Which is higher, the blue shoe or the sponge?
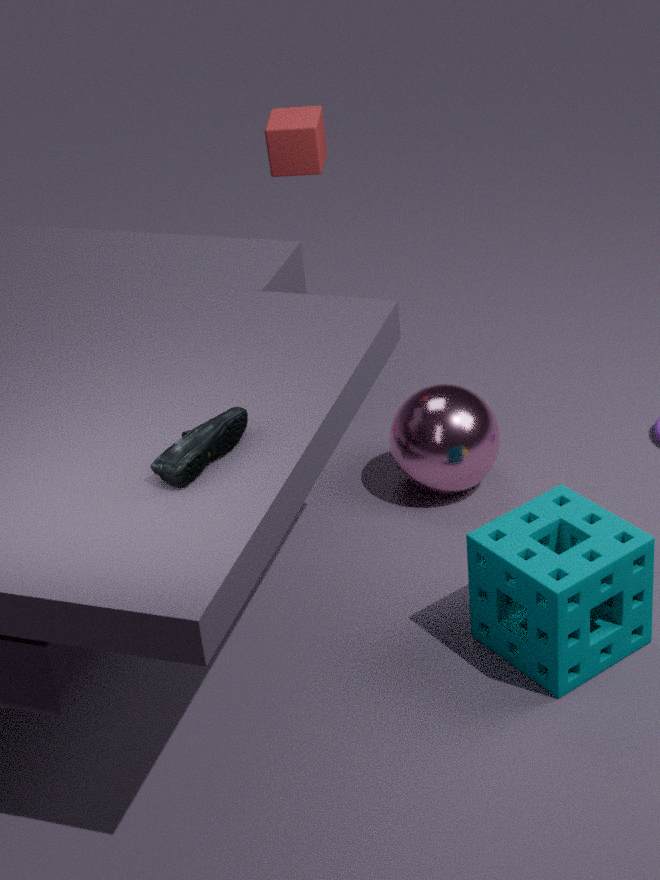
the blue shoe
